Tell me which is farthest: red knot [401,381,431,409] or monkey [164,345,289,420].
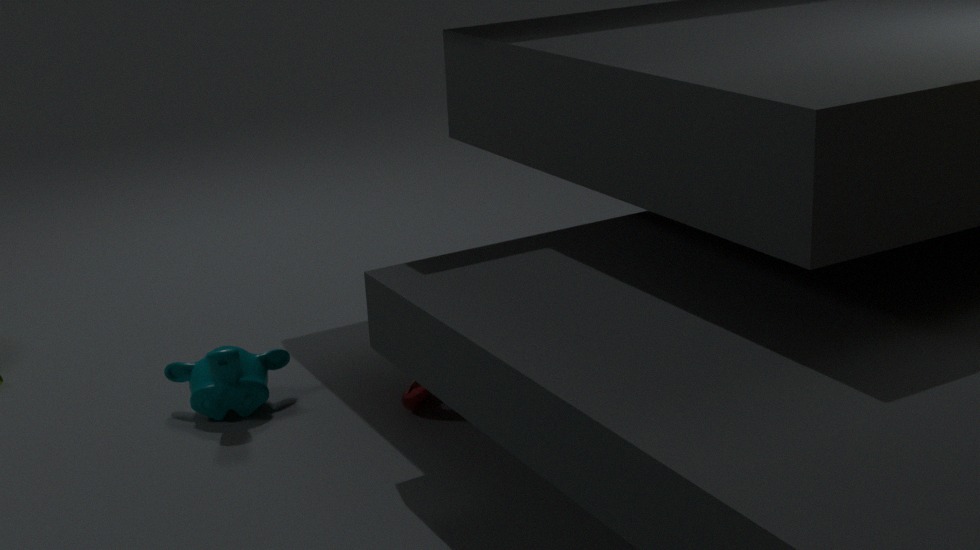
monkey [164,345,289,420]
